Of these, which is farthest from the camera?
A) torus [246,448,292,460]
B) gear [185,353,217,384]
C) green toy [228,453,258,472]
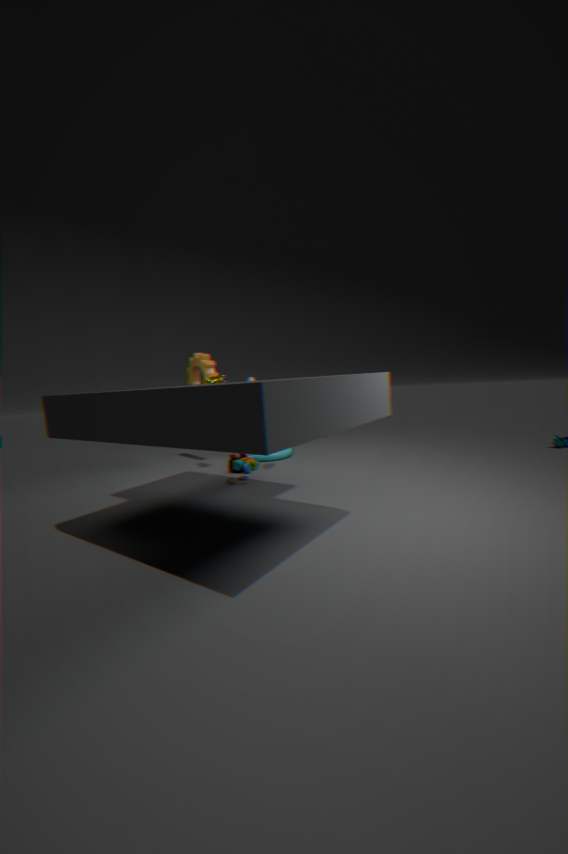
torus [246,448,292,460]
